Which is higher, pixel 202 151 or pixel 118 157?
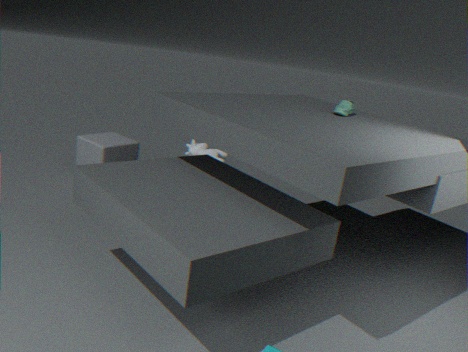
pixel 118 157
